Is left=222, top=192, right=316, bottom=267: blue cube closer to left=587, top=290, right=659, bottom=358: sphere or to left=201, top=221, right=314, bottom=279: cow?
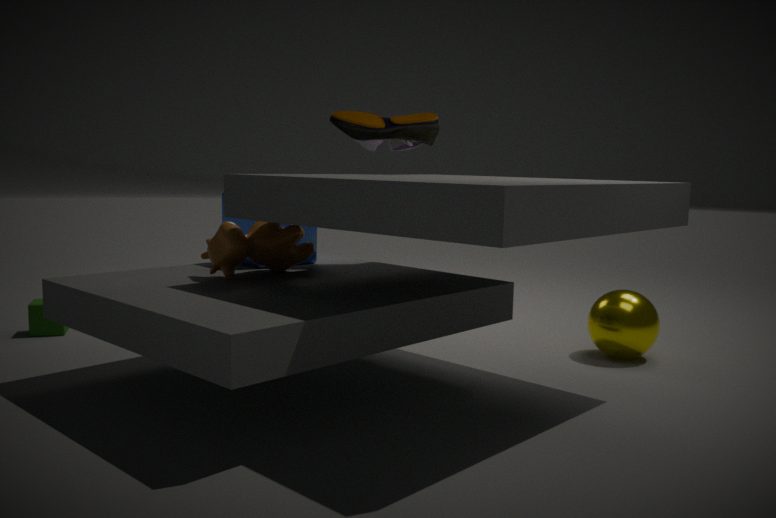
left=201, top=221, right=314, bottom=279: cow
